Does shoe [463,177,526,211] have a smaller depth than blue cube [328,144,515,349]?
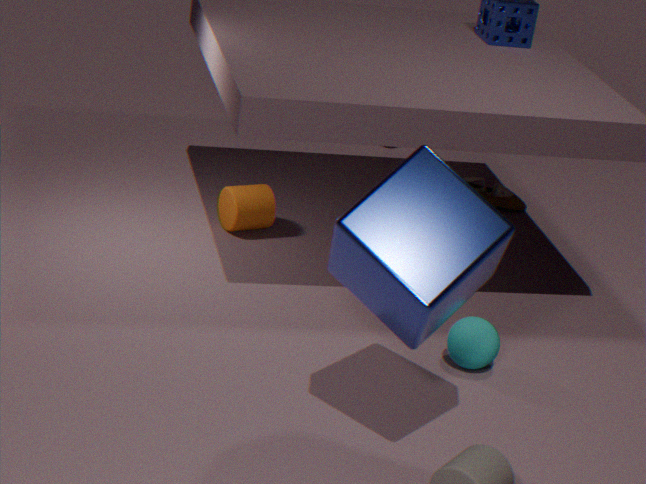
No
